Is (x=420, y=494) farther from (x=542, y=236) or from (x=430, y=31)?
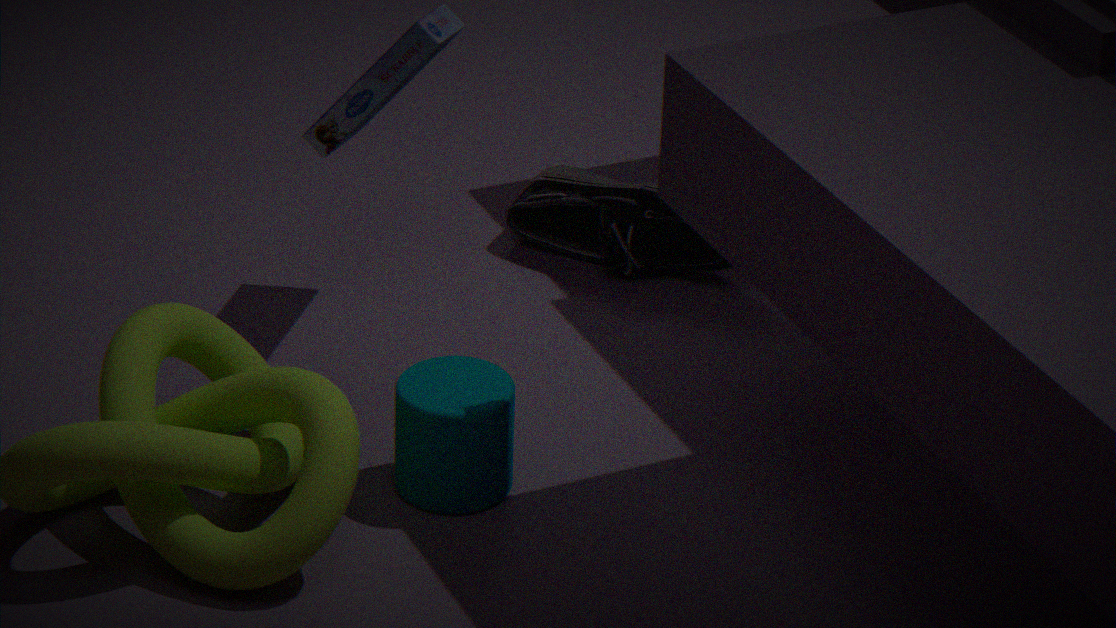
(x=542, y=236)
